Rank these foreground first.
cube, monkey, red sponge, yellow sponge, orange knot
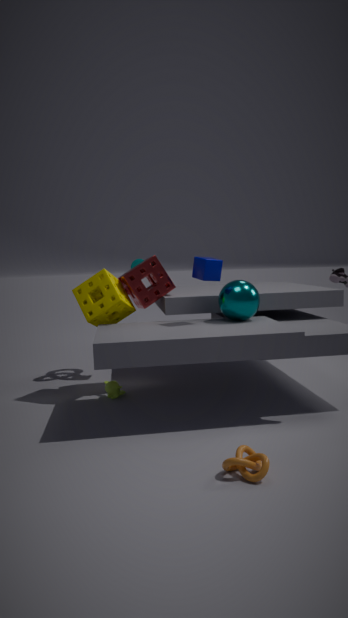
1. orange knot
2. cube
3. yellow sponge
4. monkey
5. red sponge
